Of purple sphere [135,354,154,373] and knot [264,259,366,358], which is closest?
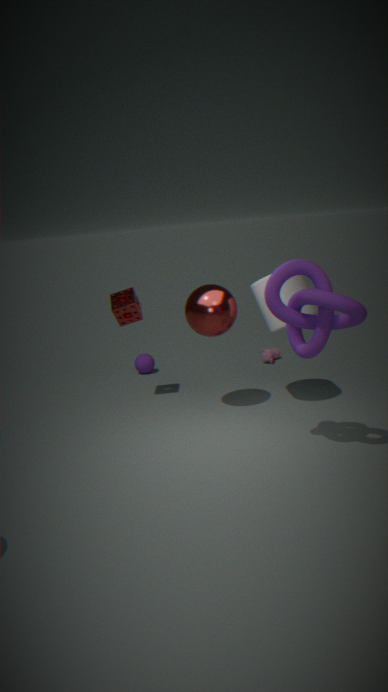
knot [264,259,366,358]
